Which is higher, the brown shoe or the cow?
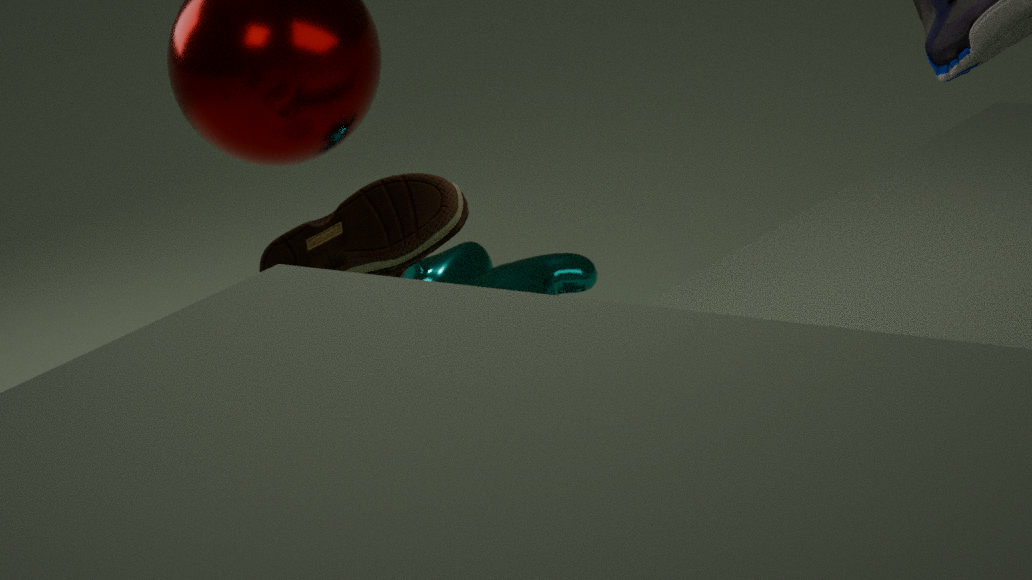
A: the brown shoe
